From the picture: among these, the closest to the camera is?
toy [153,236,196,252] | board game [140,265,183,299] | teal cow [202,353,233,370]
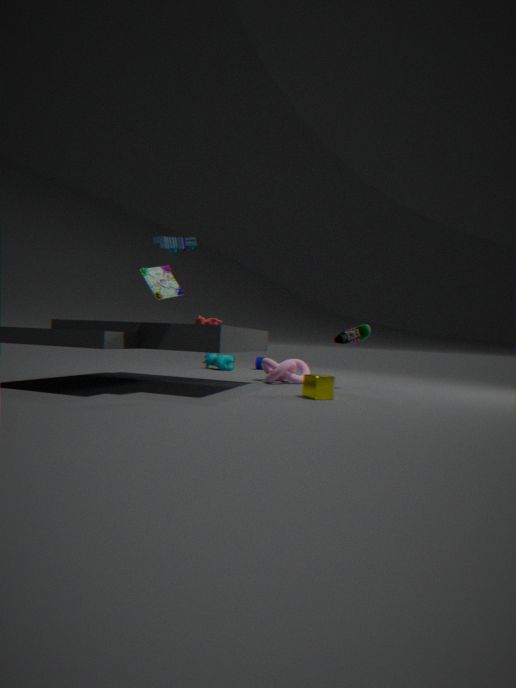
board game [140,265,183,299]
